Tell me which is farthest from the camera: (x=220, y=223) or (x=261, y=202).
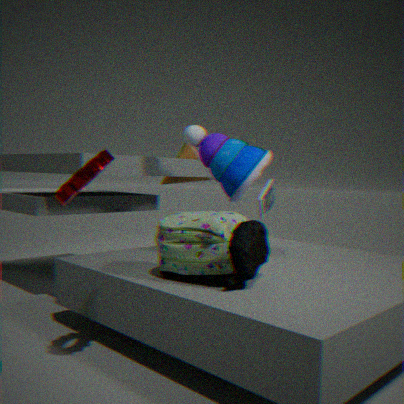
(x=261, y=202)
